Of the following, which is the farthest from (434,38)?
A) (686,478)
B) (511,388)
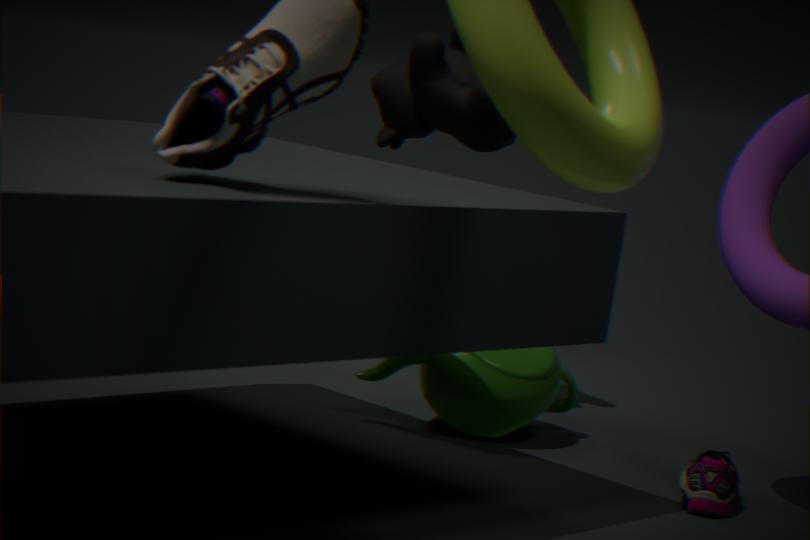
(686,478)
